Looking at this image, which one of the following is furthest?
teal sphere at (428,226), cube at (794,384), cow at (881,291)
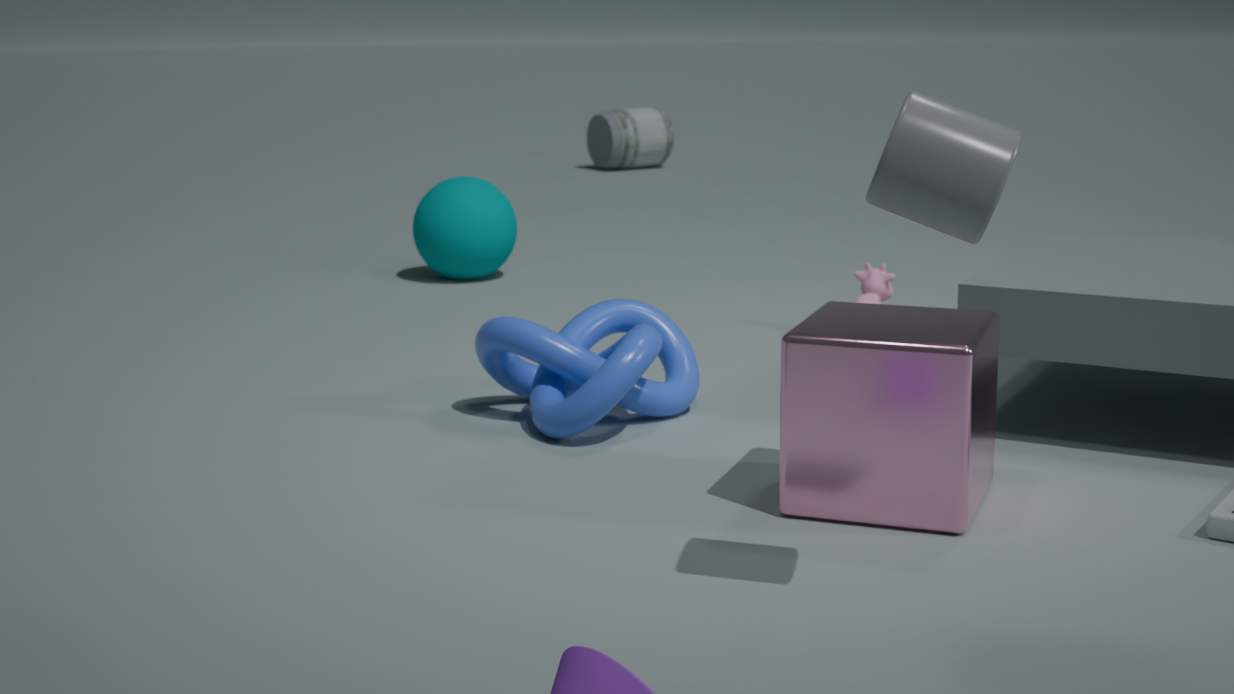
teal sphere at (428,226)
